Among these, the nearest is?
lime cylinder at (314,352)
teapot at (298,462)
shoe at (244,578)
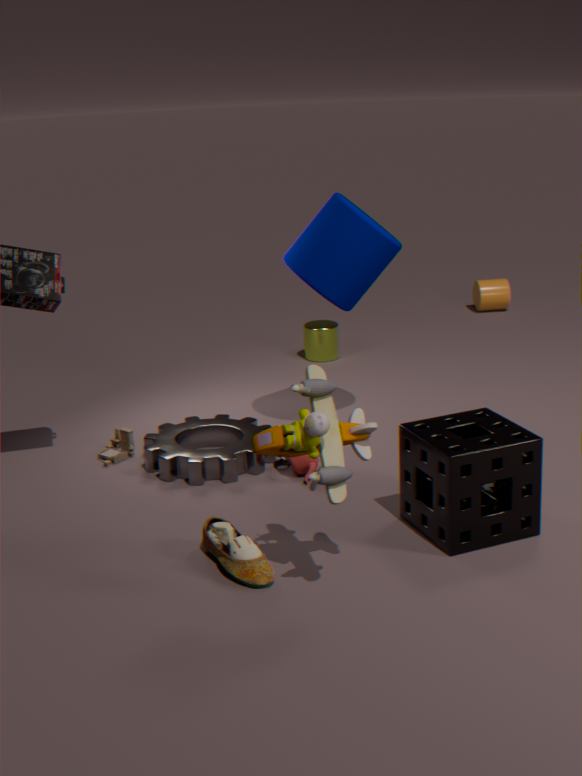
shoe at (244,578)
